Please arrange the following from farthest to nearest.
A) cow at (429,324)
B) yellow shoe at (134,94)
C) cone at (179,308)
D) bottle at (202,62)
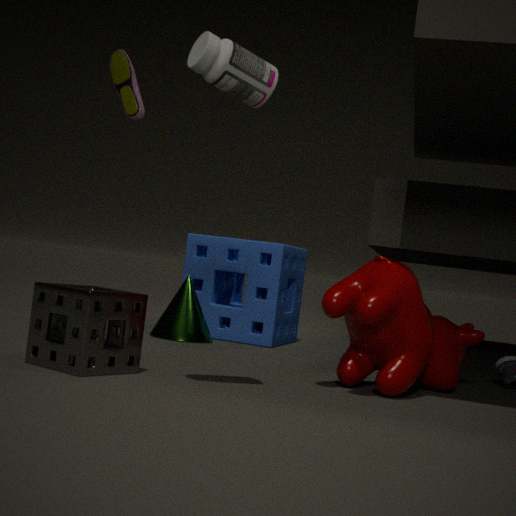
yellow shoe at (134,94) < cone at (179,308) < cow at (429,324) < bottle at (202,62)
